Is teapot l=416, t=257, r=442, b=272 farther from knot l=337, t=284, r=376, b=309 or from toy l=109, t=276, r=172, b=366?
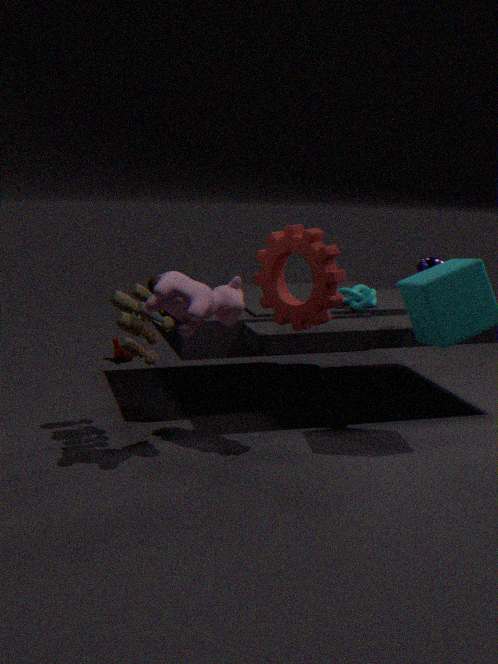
toy l=109, t=276, r=172, b=366
